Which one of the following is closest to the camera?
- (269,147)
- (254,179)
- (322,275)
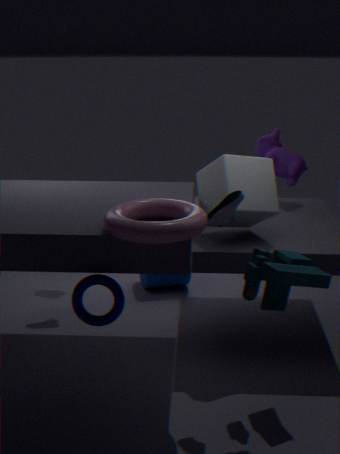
(322,275)
